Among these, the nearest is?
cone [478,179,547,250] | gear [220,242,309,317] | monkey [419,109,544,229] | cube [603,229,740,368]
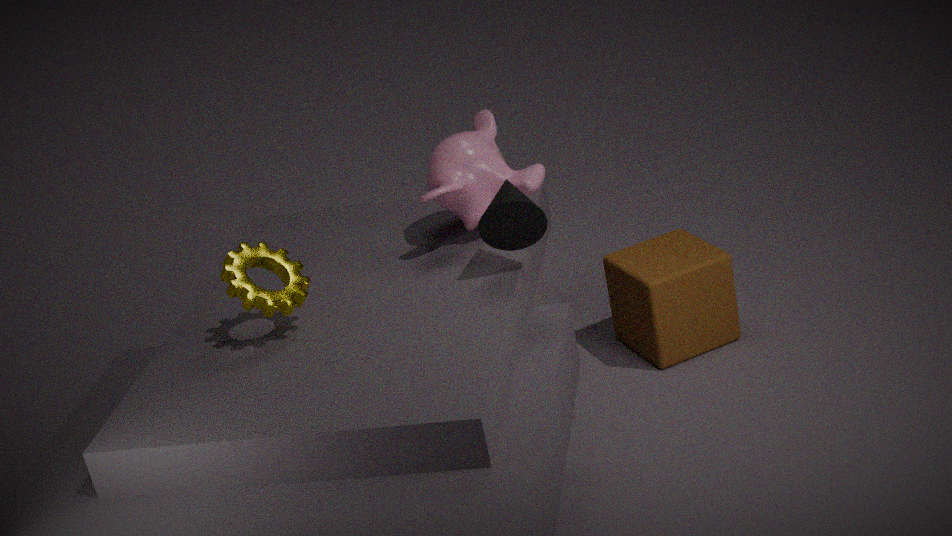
gear [220,242,309,317]
